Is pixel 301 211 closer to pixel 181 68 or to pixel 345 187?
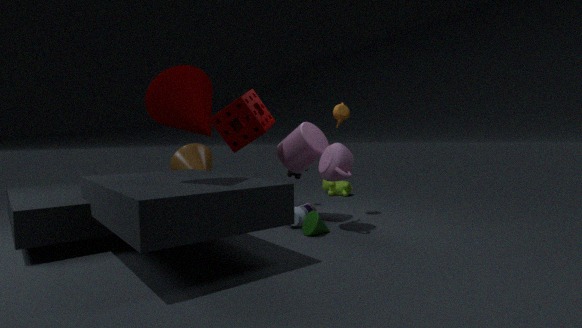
pixel 181 68
